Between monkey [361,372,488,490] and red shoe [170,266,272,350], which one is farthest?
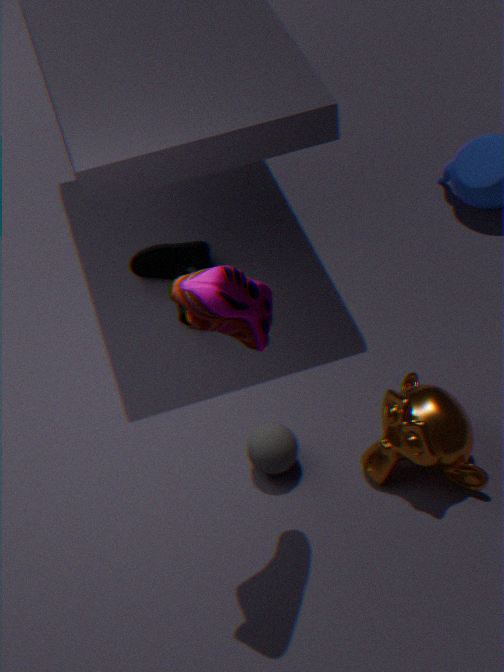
monkey [361,372,488,490]
